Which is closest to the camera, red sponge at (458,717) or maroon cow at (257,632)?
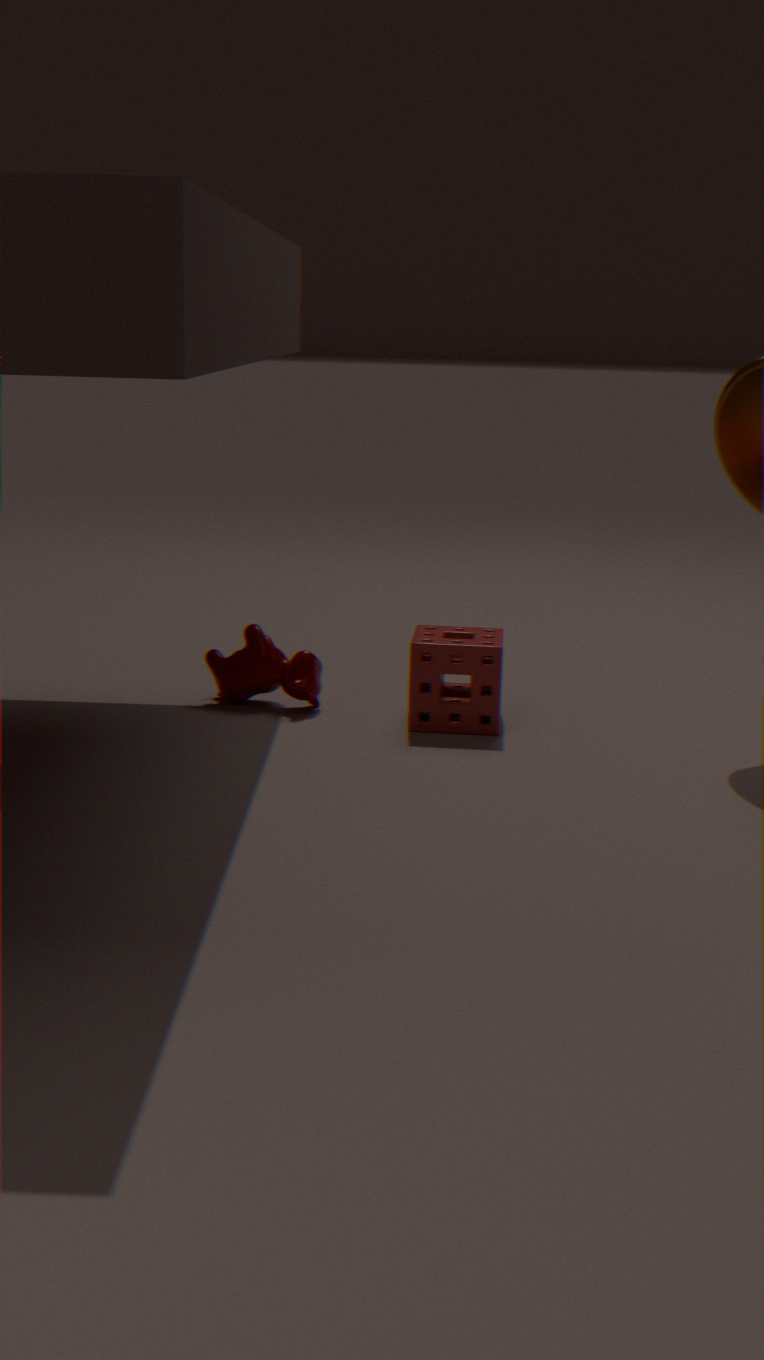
red sponge at (458,717)
